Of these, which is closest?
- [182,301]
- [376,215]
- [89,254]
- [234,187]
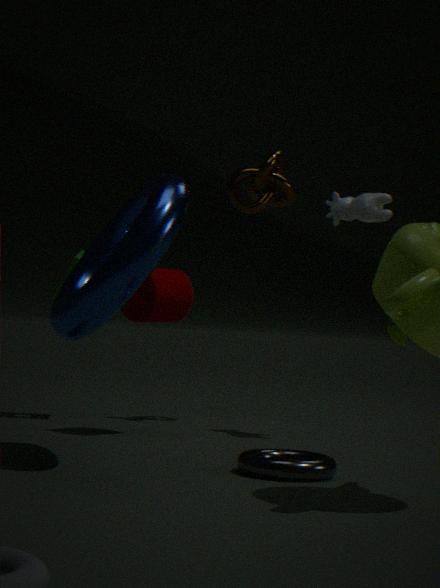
[89,254]
